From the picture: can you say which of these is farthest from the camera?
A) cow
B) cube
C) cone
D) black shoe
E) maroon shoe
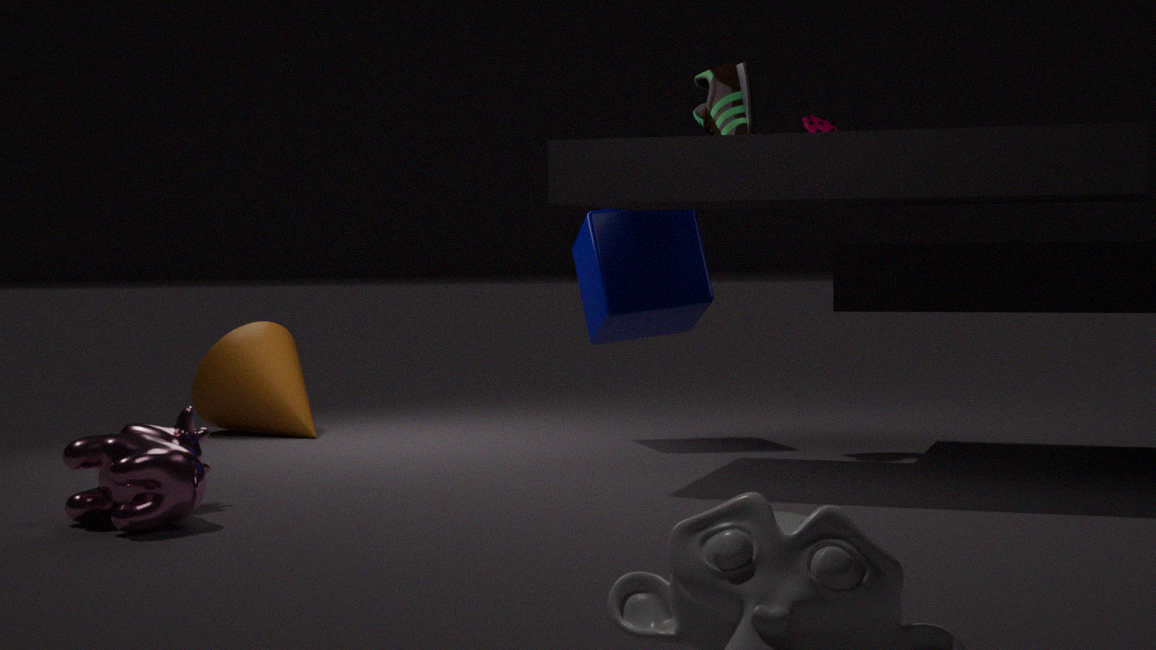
cone
